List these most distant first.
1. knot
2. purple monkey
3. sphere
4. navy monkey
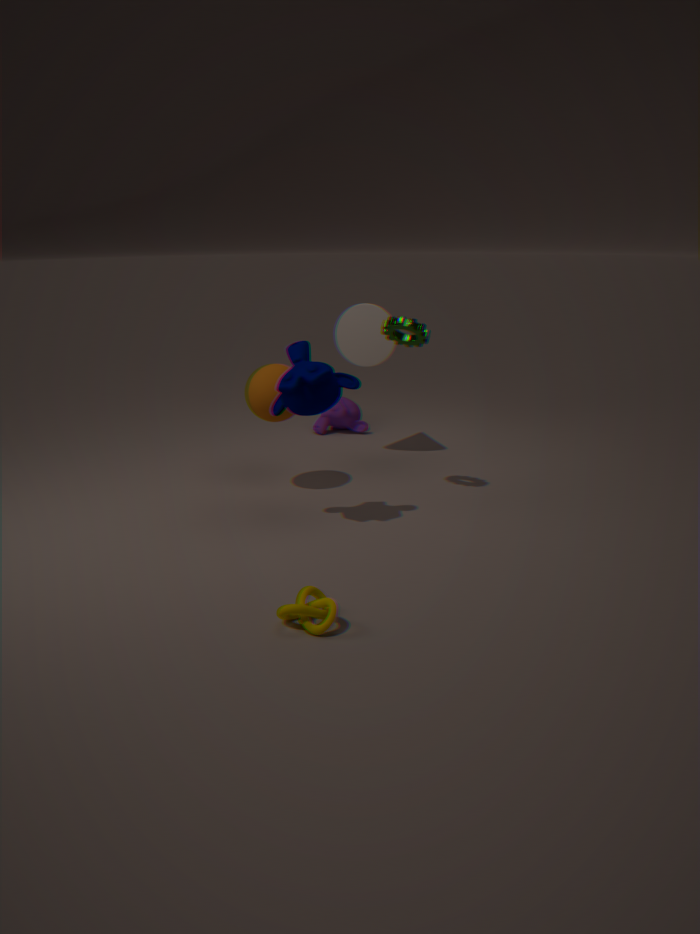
purple monkey
sphere
navy monkey
knot
